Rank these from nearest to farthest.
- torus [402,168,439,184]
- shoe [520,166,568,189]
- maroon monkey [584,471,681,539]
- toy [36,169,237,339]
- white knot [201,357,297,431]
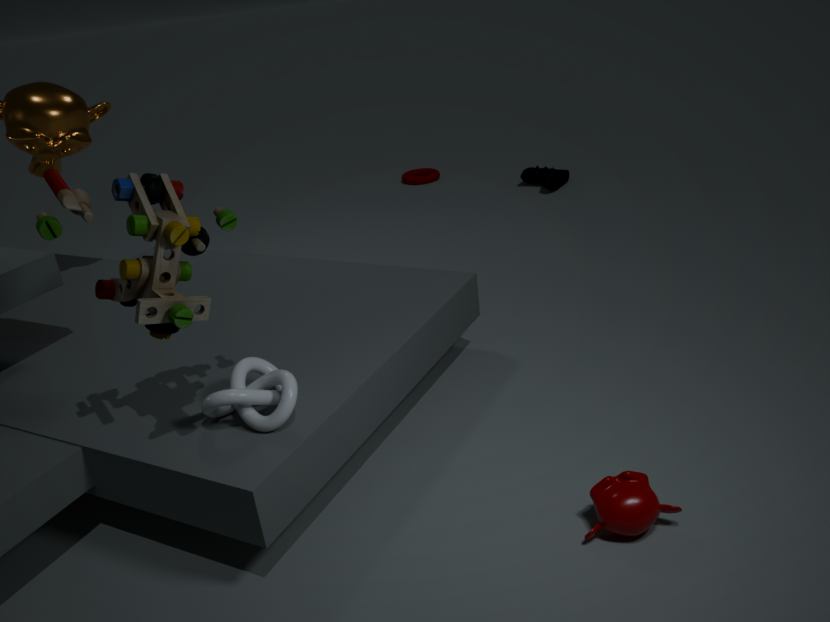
toy [36,169,237,339]
maroon monkey [584,471,681,539]
white knot [201,357,297,431]
shoe [520,166,568,189]
torus [402,168,439,184]
